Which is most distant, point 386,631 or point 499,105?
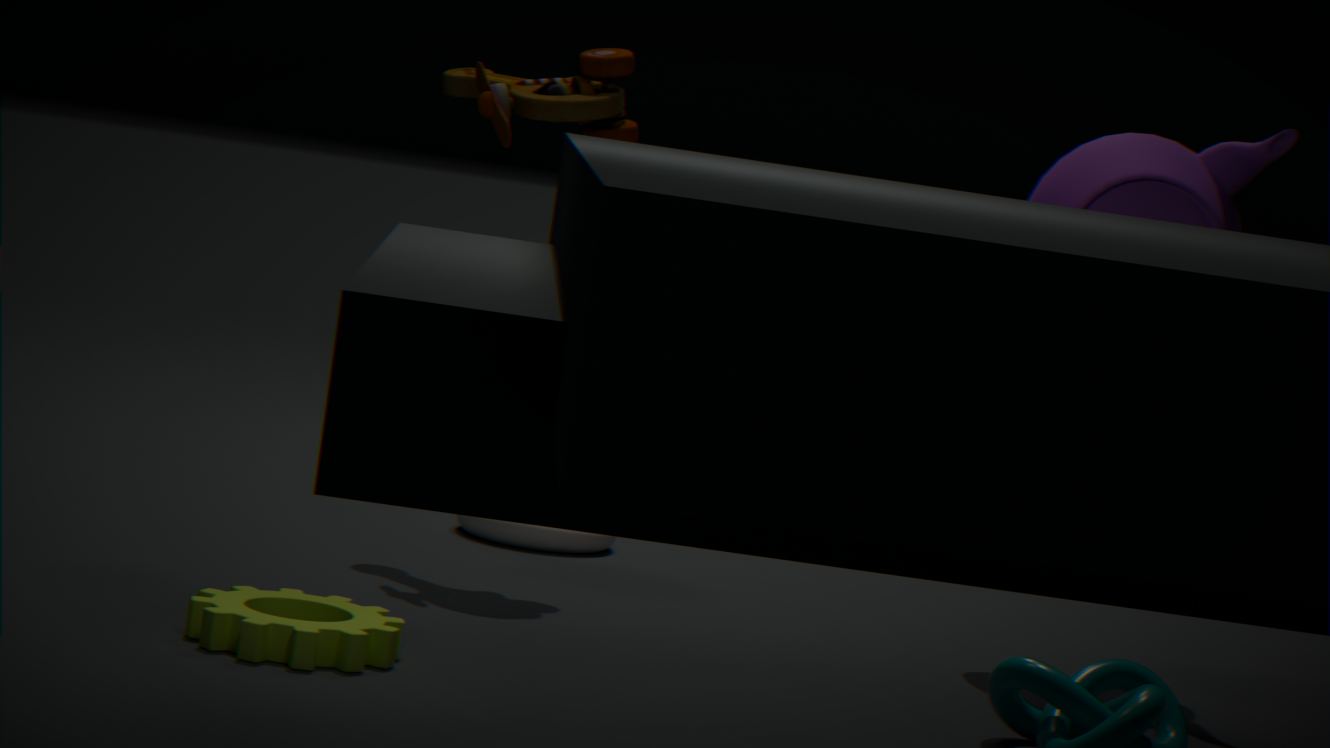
point 499,105
